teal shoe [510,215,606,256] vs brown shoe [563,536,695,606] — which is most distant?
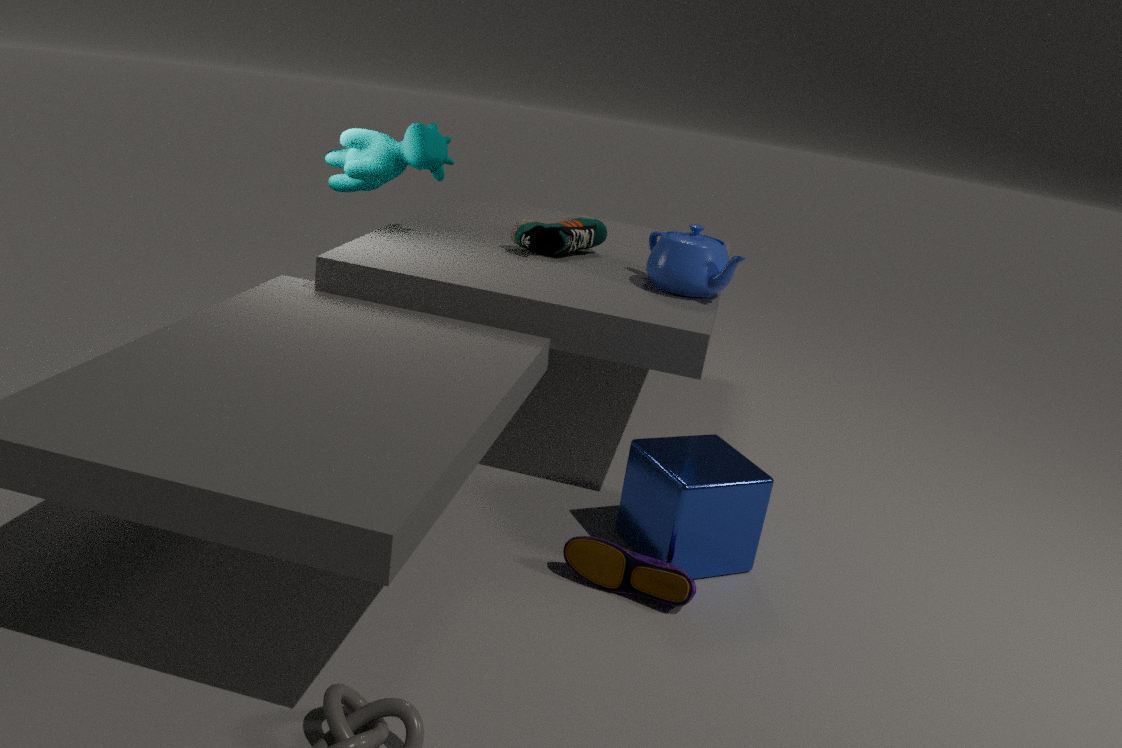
teal shoe [510,215,606,256]
